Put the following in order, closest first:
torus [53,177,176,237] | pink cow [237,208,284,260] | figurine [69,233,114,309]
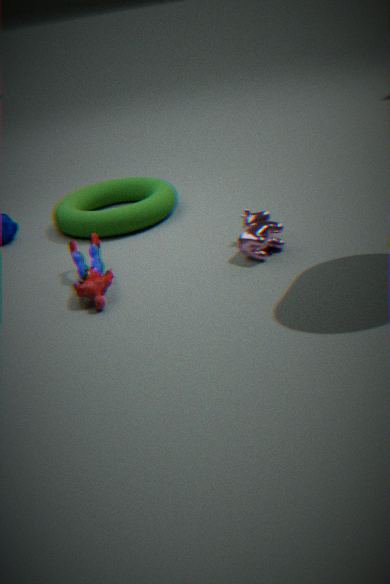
figurine [69,233,114,309]
pink cow [237,208,284,260]
torus [53,177,176,237]
